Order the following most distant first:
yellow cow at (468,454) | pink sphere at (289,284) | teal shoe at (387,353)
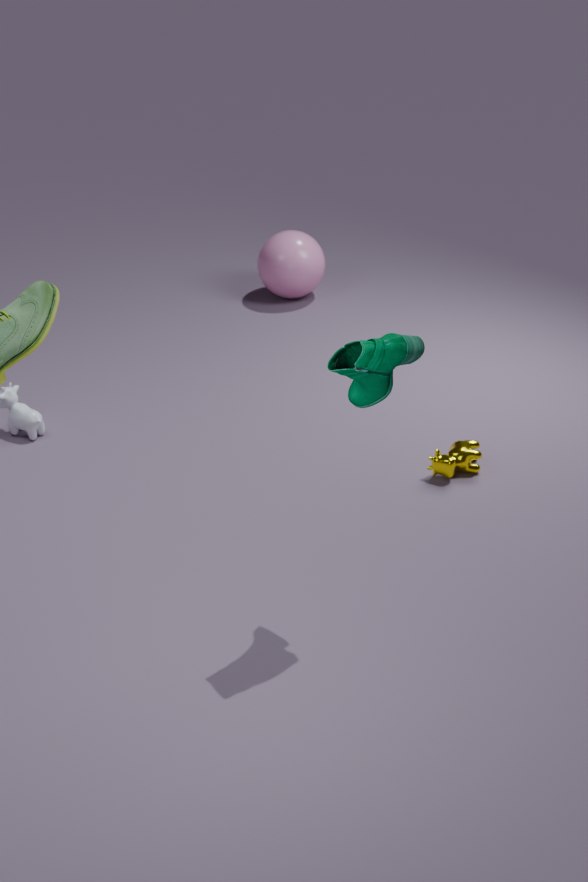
pink sphere at (289,284) → yellow cow at (468,454) → teal shoe at (387,353)
